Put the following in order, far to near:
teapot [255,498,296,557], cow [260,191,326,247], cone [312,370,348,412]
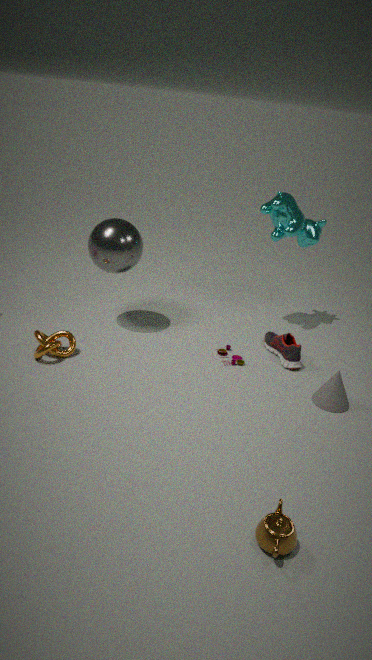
cow [260,191,326,247]
cone [312,370,348,412]
teapot [255,498,296,557]
